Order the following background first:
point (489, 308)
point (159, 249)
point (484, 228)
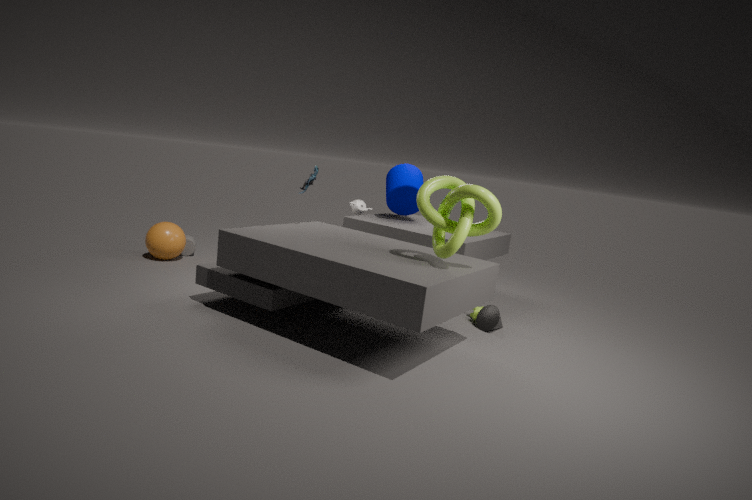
point (159, 249), point (489, 308), point (484, 228)
